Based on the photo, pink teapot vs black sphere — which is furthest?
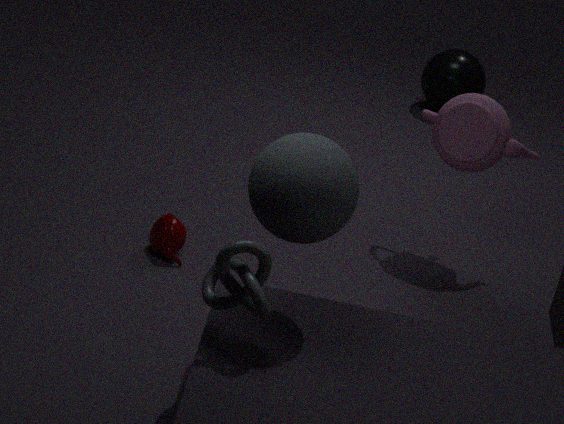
black sphere
